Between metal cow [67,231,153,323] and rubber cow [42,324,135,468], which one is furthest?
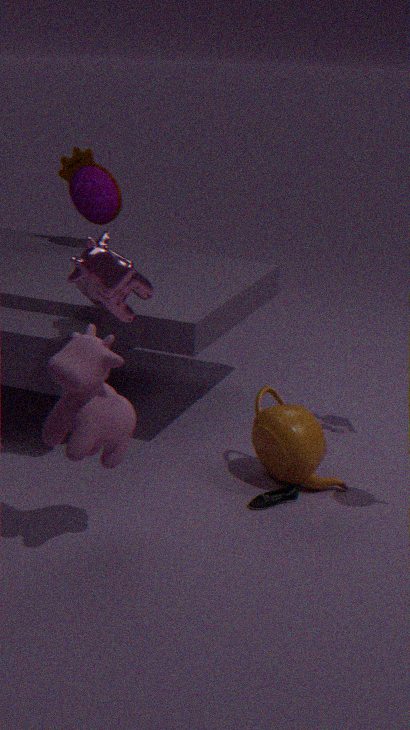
metal cow [67,231,153,323]
